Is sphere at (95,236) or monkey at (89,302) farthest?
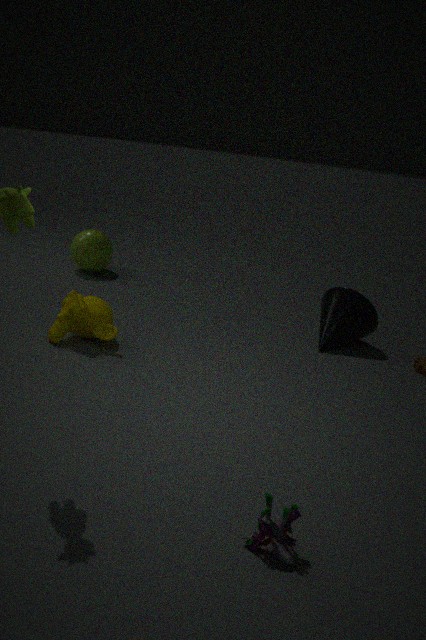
sphere at (95,236)
